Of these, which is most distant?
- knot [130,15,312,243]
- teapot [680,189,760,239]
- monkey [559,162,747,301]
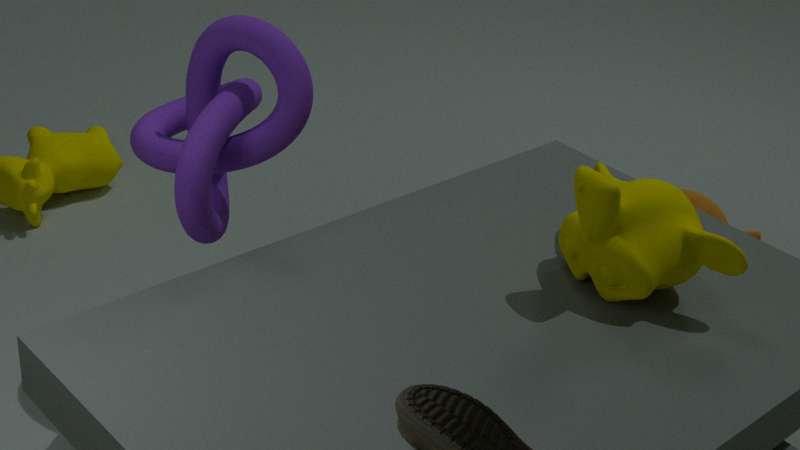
teapot [680,189,760,239]
